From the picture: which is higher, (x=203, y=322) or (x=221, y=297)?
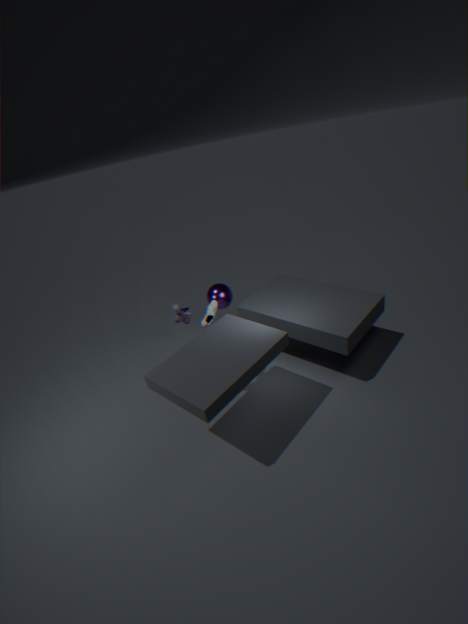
(x=203, y=322)
